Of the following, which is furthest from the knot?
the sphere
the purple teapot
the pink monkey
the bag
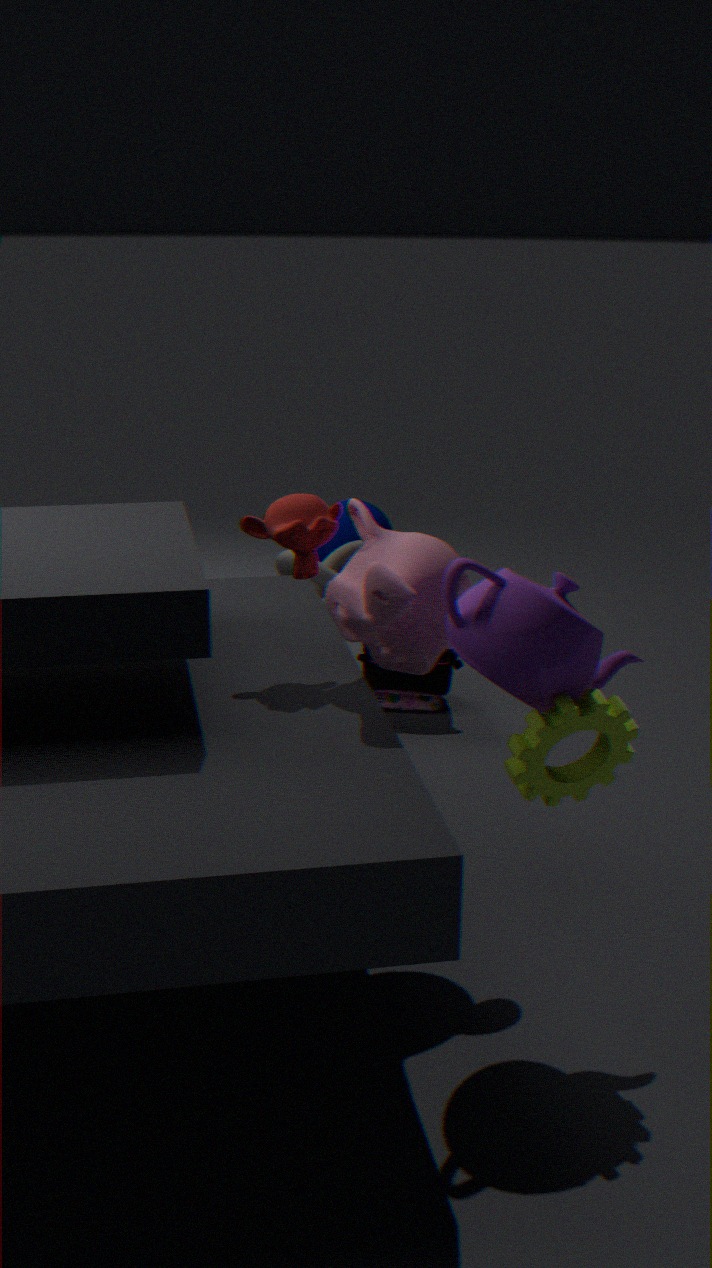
the purple teapot
